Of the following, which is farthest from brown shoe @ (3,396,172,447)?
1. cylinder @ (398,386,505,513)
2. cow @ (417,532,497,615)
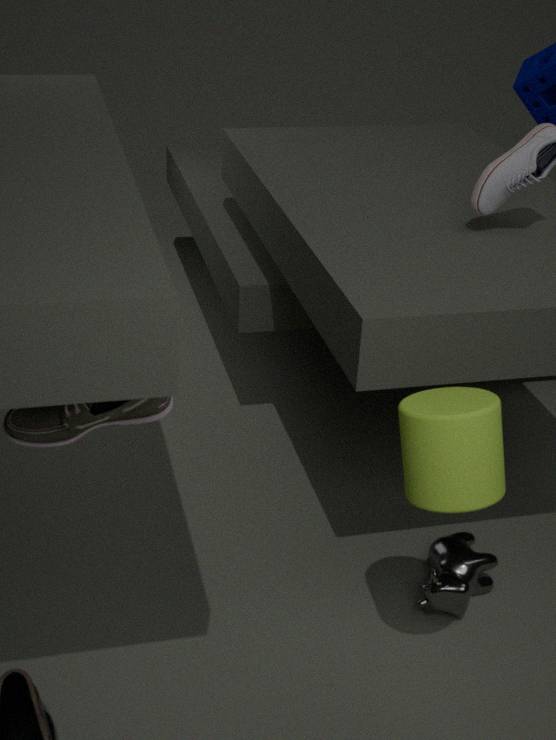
cow @ (417,532,497,615)
